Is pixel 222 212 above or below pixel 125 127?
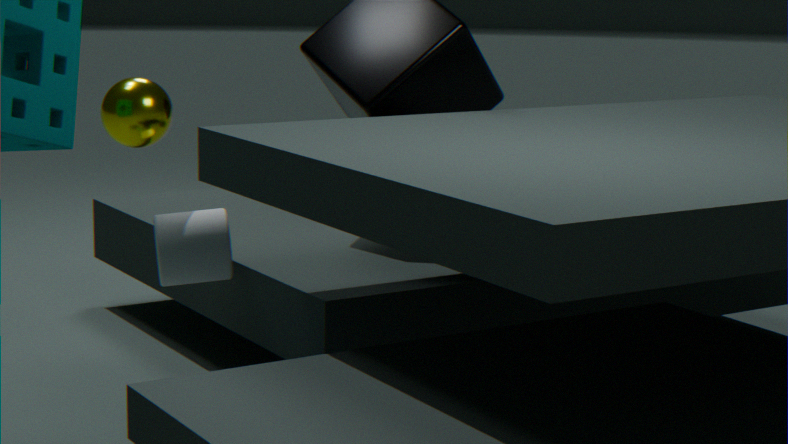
below
